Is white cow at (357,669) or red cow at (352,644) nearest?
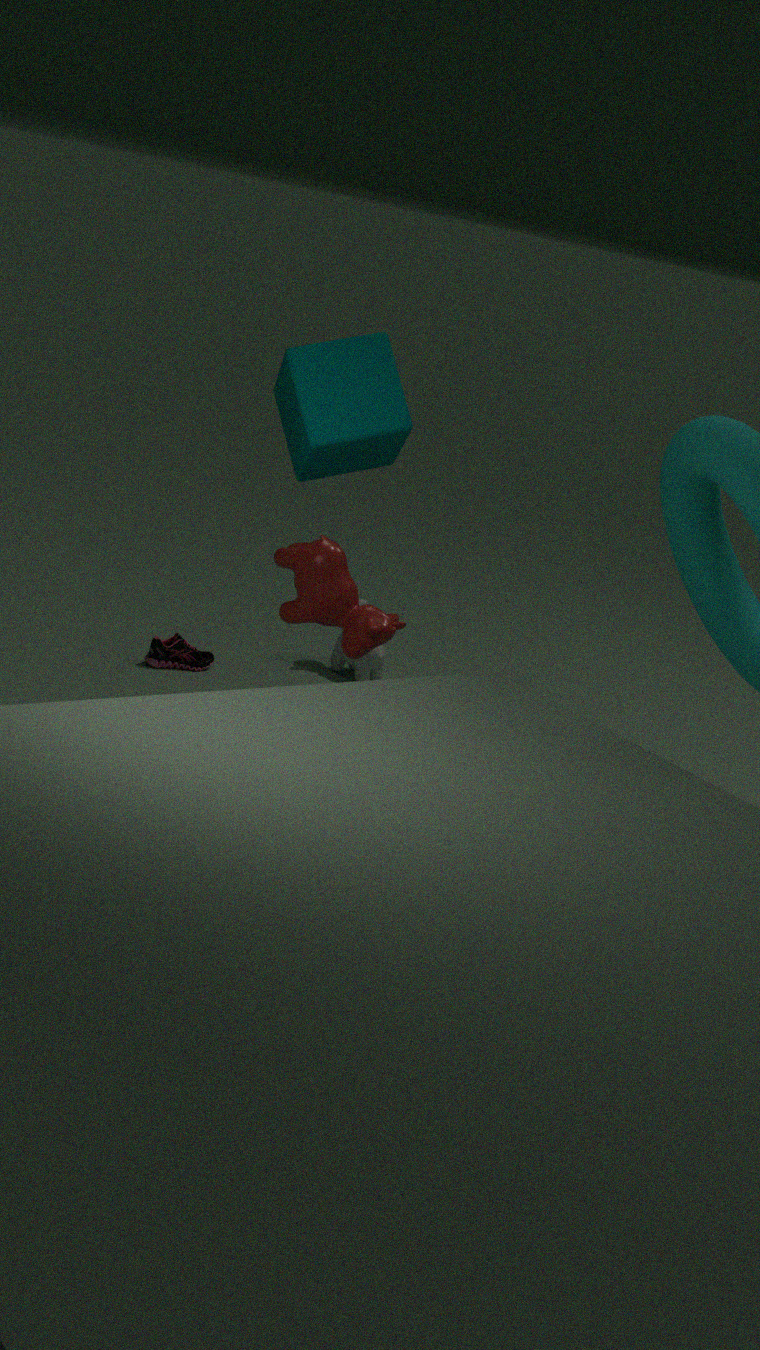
red cow at (352,644)
